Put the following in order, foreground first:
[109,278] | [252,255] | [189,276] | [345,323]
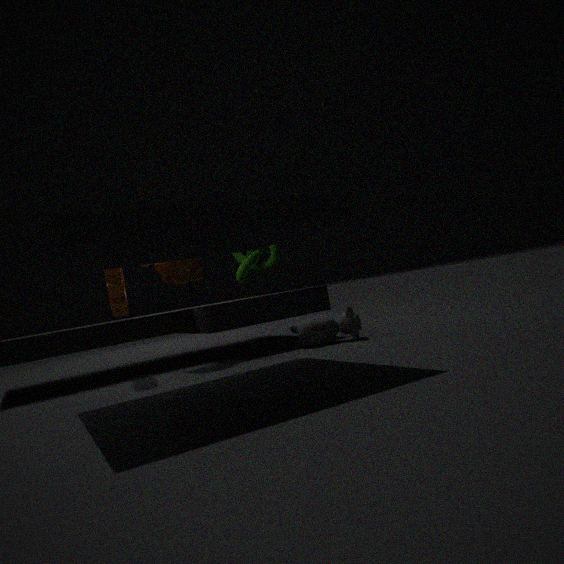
[109,278]
[345,323]
[189,276]
[252,255]
